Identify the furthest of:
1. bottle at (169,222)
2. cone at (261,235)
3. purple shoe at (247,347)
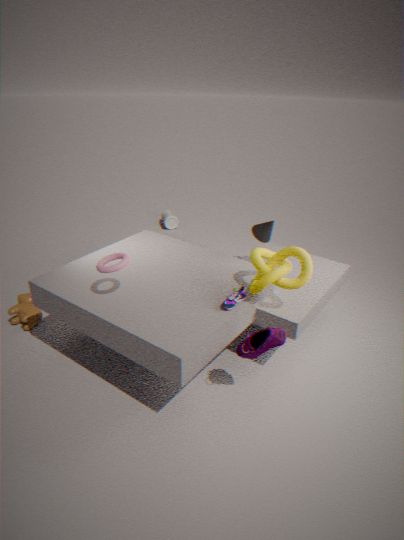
bottle at (169,222)
